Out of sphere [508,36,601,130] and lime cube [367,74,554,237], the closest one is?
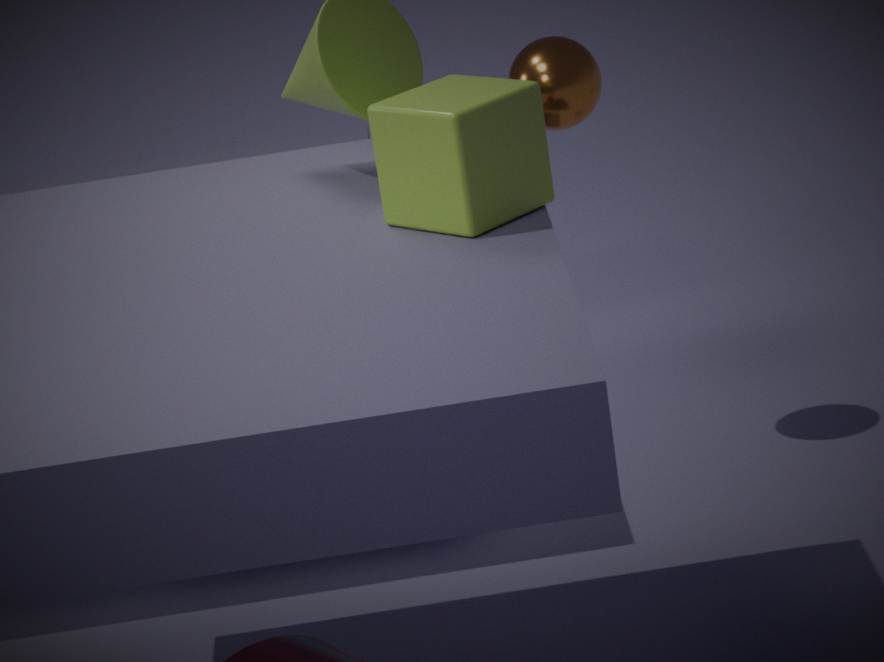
lime cube [367,74,554,237]
